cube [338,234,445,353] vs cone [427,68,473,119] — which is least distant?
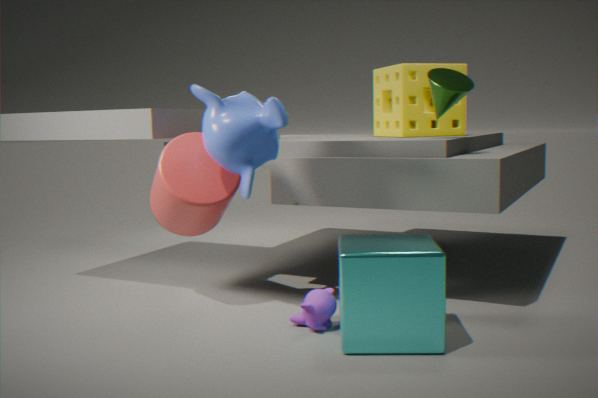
cube [338,234,445,353]
